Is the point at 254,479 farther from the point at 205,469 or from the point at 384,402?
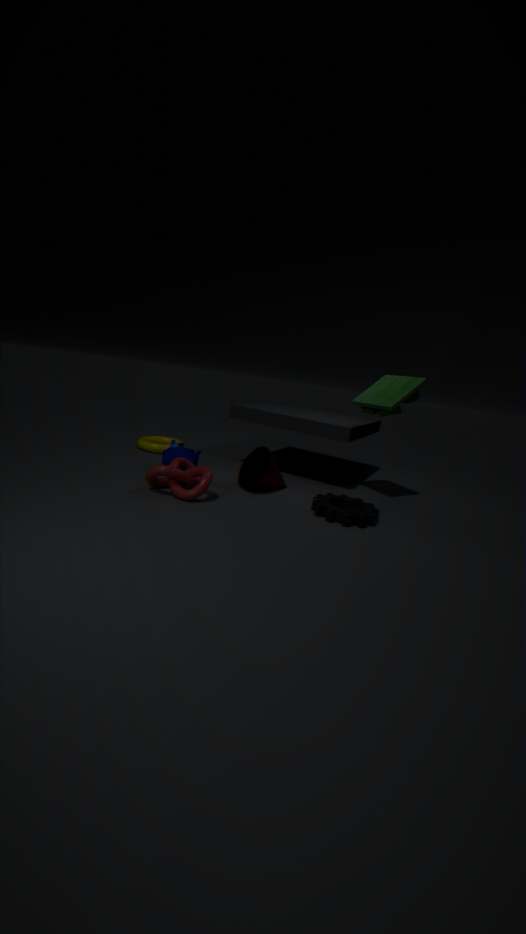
the point at 384,402
